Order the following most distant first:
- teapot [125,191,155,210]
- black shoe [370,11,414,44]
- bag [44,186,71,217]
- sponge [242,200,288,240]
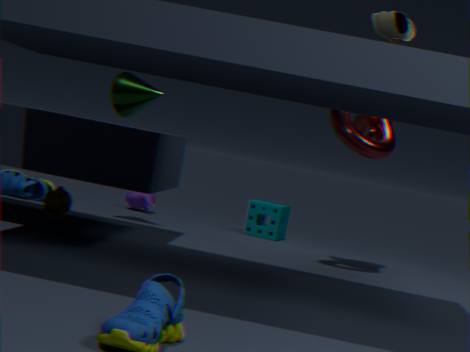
teapot [125,191,155,210] < sponge [242,200,288,240] < bag [44,186,71,217] < black shoe [370,11,414,44]
